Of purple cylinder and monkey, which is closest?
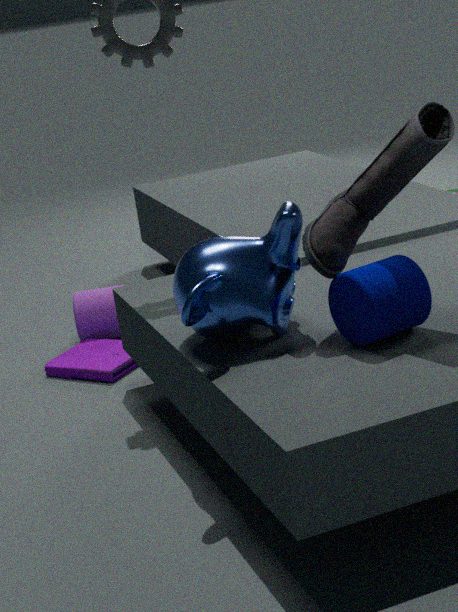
monkey
